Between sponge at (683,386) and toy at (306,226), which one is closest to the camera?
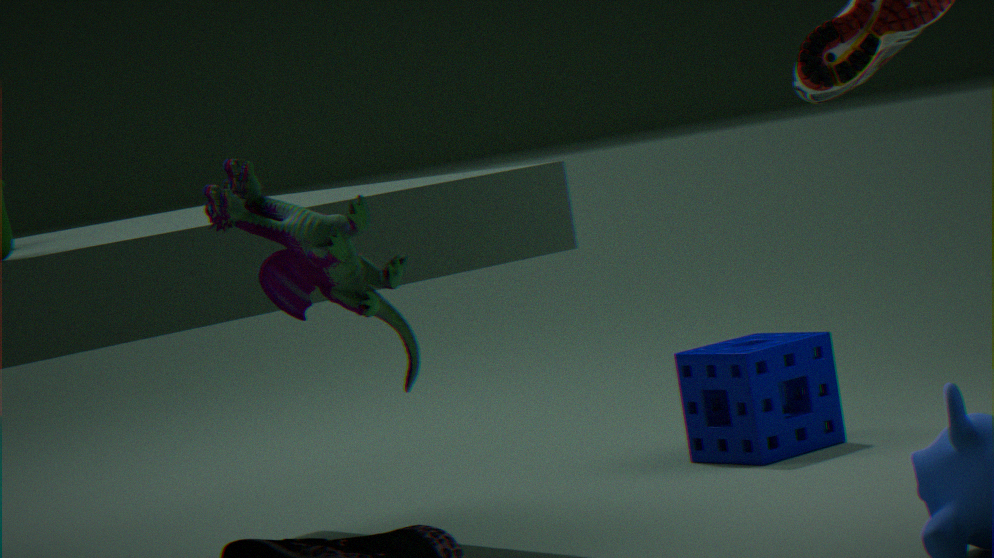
toy at (306,226)
